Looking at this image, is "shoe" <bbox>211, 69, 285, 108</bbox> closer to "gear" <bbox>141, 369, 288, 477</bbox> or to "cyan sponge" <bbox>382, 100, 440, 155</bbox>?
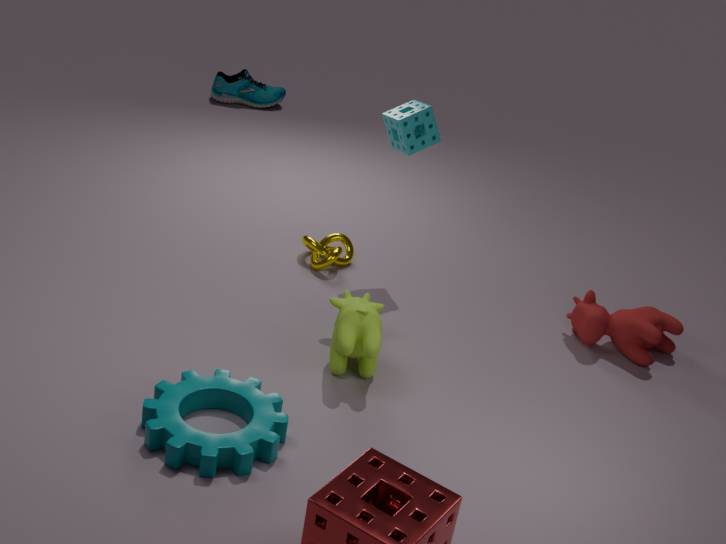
"cyan sponge" <bbox>382, 100, 440, 155</bbox>
